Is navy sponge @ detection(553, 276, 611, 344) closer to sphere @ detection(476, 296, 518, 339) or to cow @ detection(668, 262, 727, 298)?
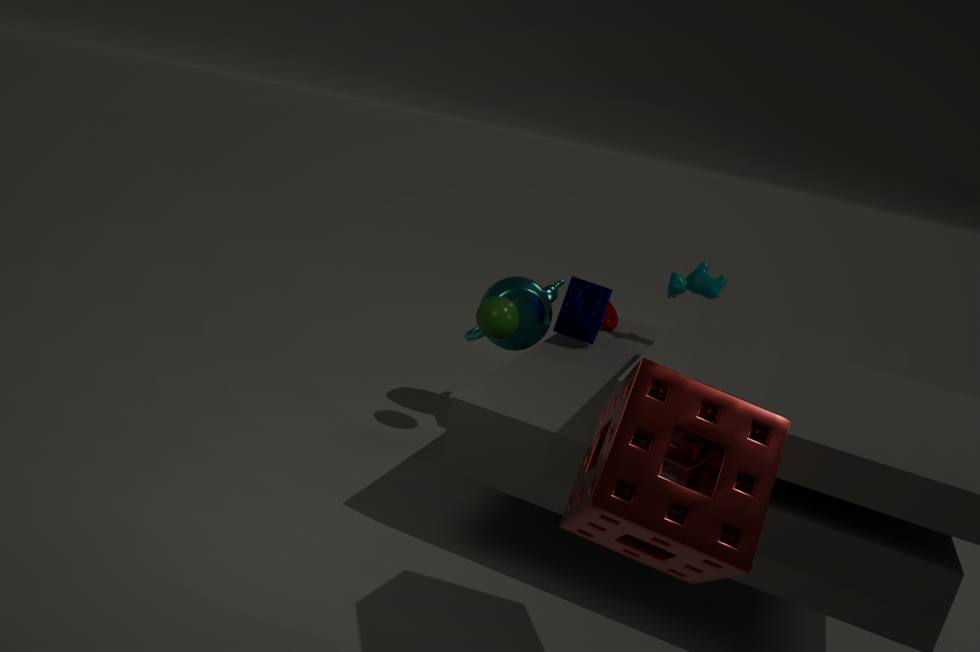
sphere @ detection(476, 296, 518, 339)
